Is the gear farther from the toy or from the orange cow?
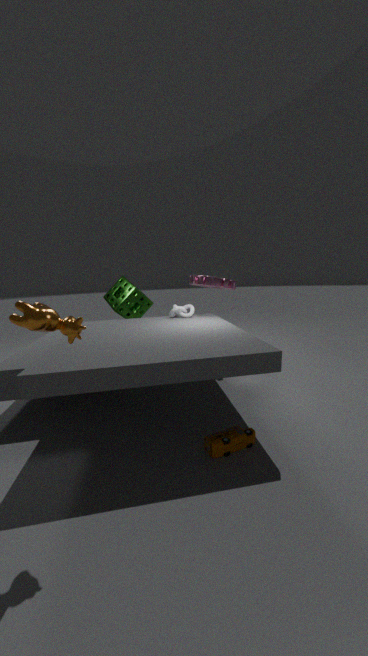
the orange cow
